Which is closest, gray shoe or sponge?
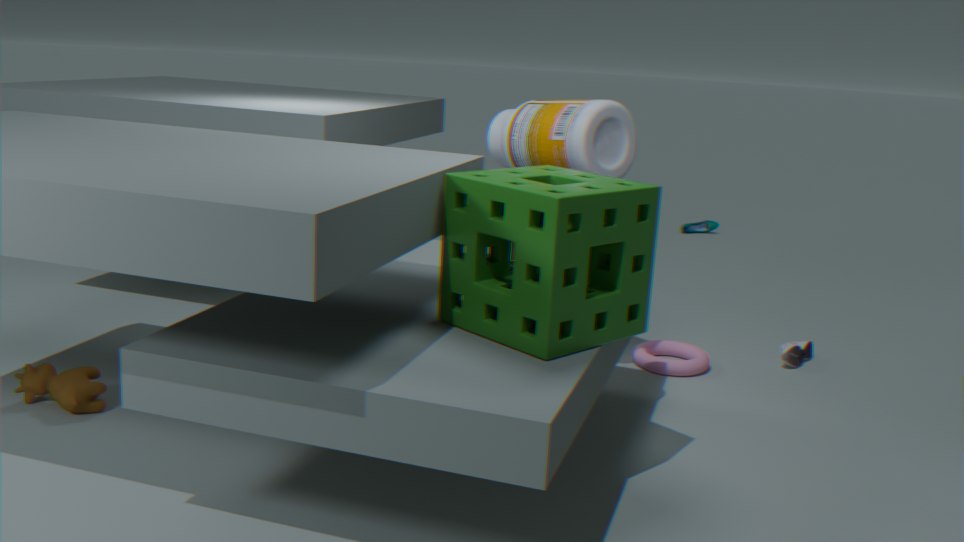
sponge
